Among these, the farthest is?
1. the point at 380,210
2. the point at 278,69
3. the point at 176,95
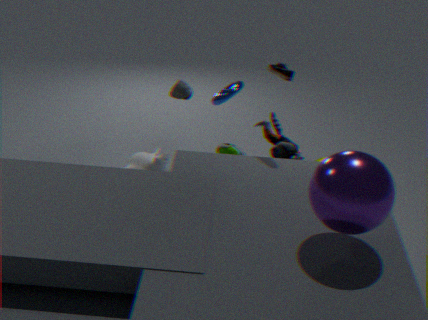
the point at 176,95
